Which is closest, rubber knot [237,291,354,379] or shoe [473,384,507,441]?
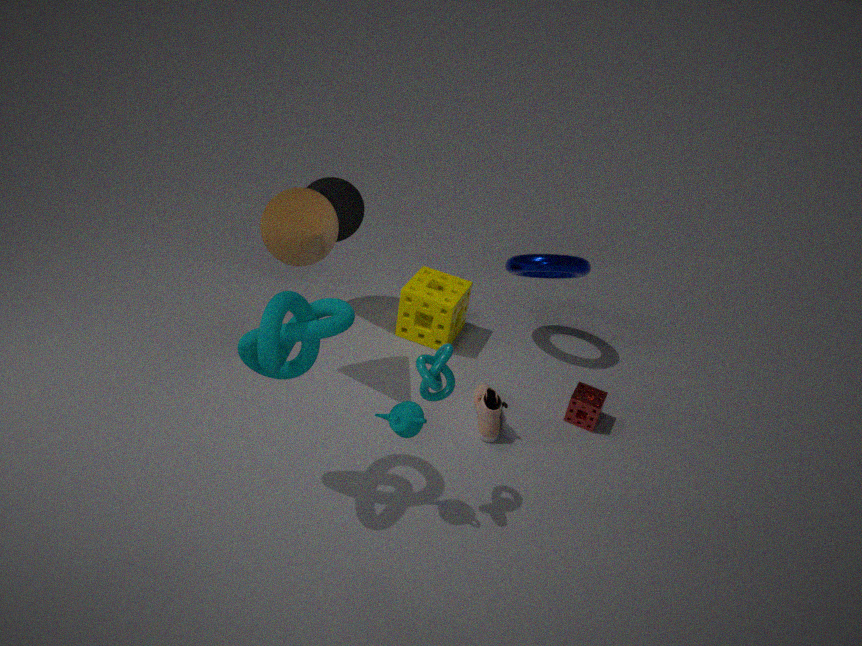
rubber knot [237,291,354,379]
